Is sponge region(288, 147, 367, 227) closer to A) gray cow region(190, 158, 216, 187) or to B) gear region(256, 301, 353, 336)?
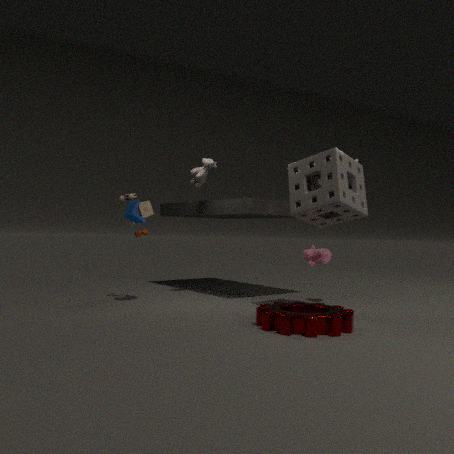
B) gear region(256, 301, 353, 336)
